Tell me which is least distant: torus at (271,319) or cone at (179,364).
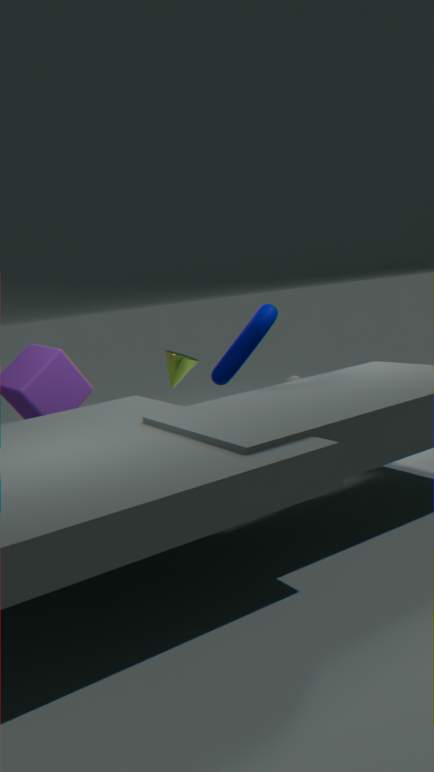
torus at (271,319)
